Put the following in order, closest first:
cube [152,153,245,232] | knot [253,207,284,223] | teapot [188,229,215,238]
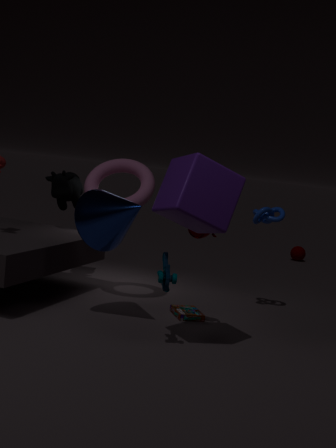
1. cube [152,153,245,232]
2. teapot [188,229,215,238]
3. knot [253,207,284,223]
